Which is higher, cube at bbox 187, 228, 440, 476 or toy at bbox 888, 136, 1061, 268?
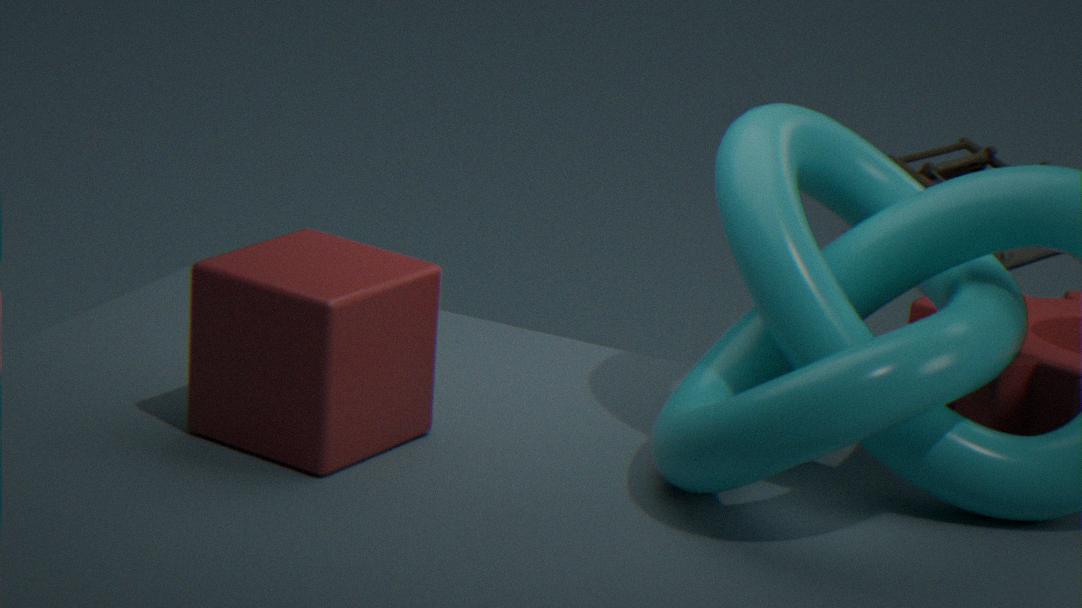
cube at bbox 187, 228, 440, 476
